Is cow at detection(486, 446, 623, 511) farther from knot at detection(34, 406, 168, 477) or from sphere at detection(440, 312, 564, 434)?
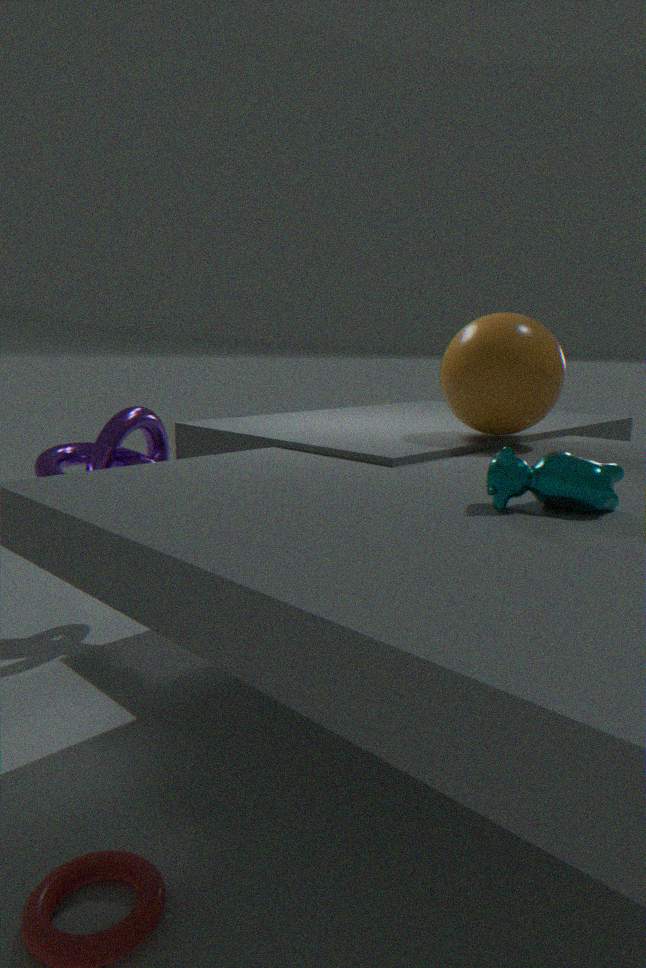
knot at detection(34, 406, 168, 477)
